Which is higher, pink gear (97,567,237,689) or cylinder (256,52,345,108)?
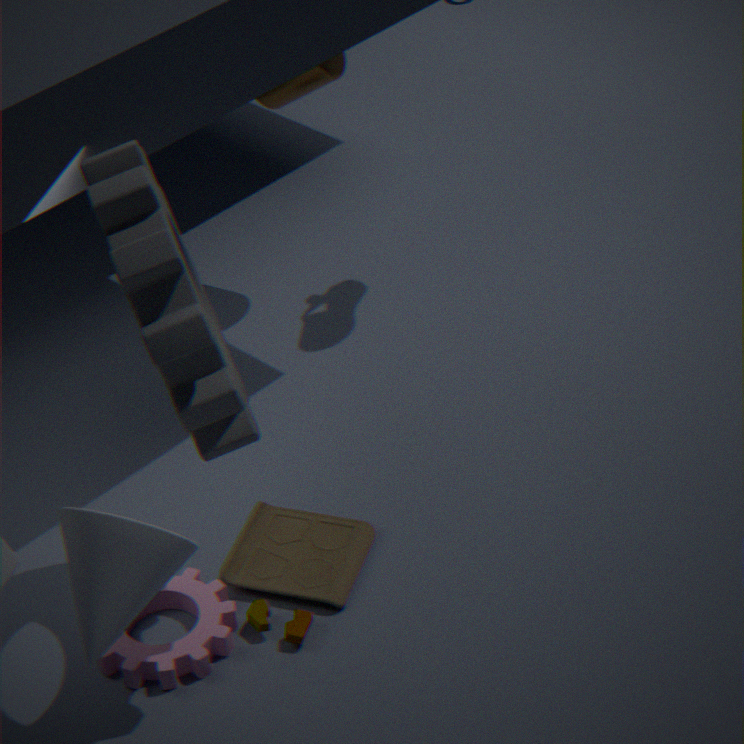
cylinder (256,52,345,108)
